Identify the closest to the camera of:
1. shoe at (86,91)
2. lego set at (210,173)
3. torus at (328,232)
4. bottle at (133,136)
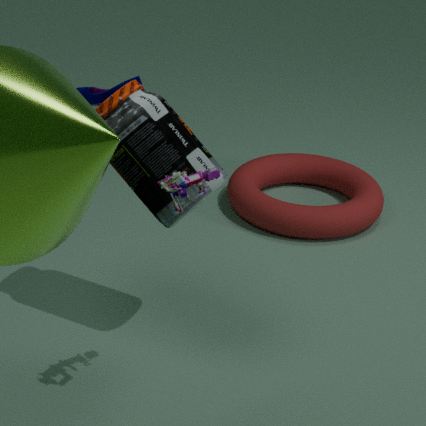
lego set at (210,173)
